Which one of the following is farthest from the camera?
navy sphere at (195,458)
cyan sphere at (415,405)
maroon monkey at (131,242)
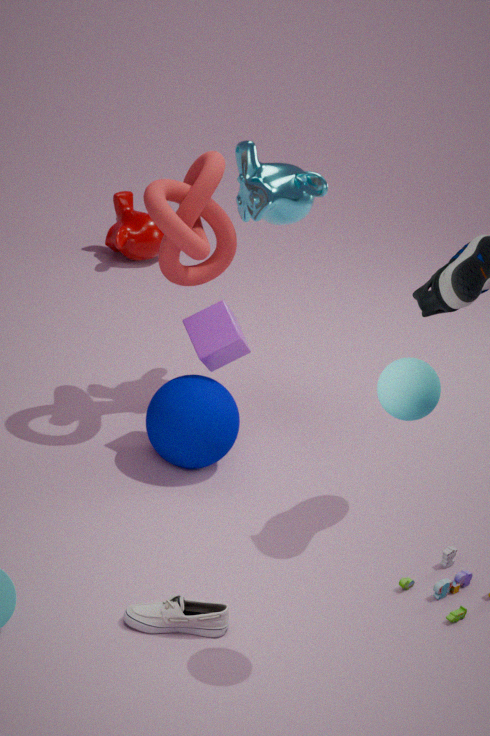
maroon monkey at (131,242)
